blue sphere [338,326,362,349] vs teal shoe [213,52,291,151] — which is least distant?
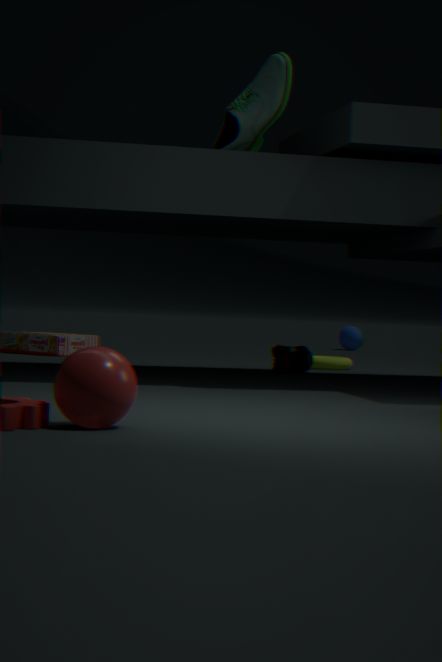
teal shoe [213,52,291,151]
